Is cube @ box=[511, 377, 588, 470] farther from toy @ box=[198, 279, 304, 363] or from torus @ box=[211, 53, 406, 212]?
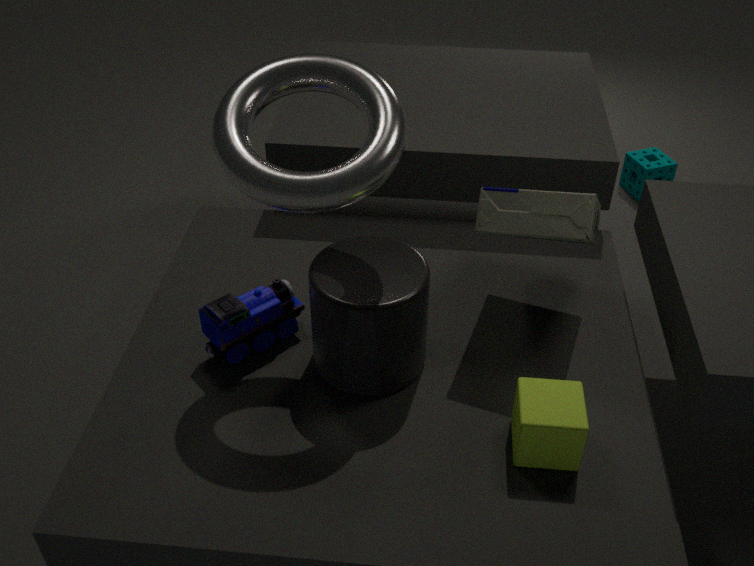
toy @ box=[198, 279, 304, 363]
